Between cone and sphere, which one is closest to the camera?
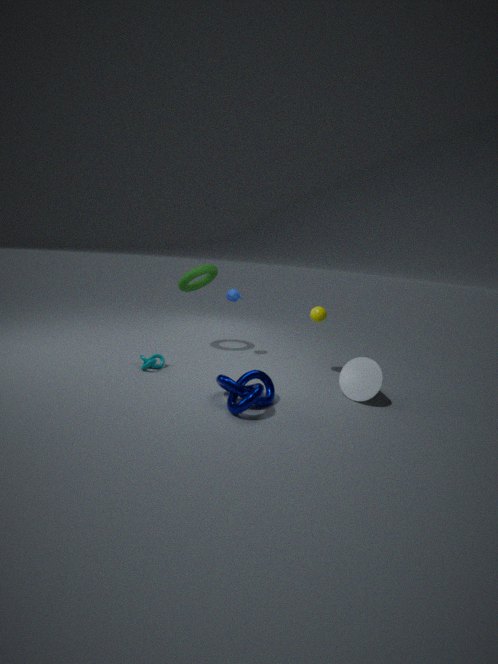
cone
